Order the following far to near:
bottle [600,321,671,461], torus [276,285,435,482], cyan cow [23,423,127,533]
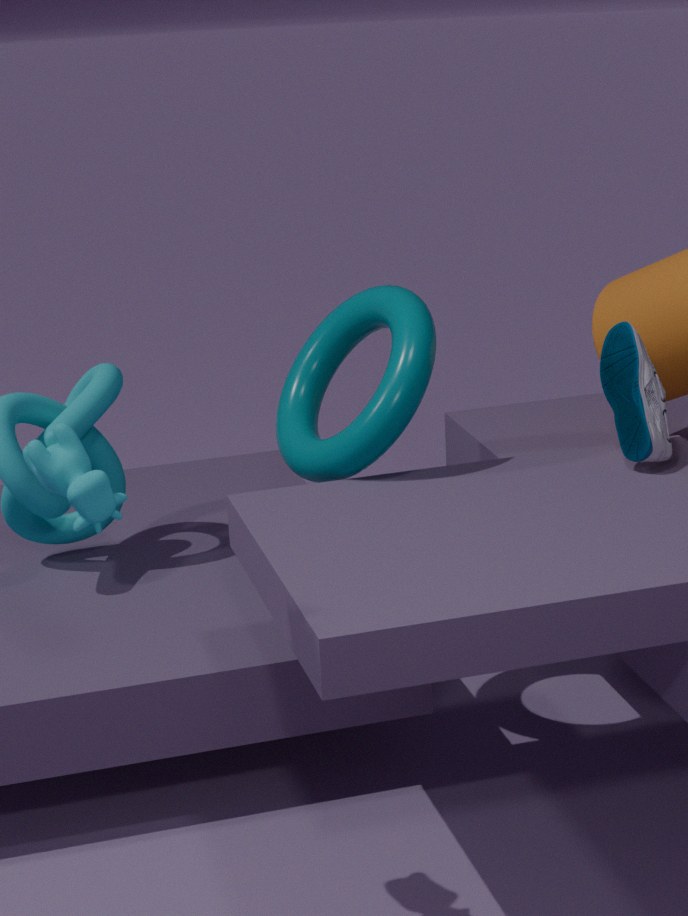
torus [276,285,435,482], bottle [600,321,671,461], cyan cow [23,423,127,533]
